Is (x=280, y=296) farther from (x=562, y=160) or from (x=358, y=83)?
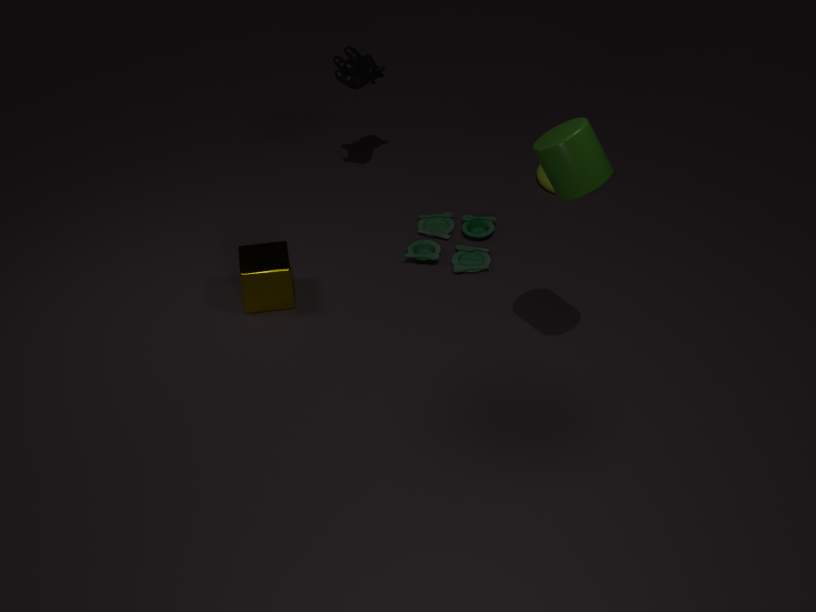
(x=562, y=160)
